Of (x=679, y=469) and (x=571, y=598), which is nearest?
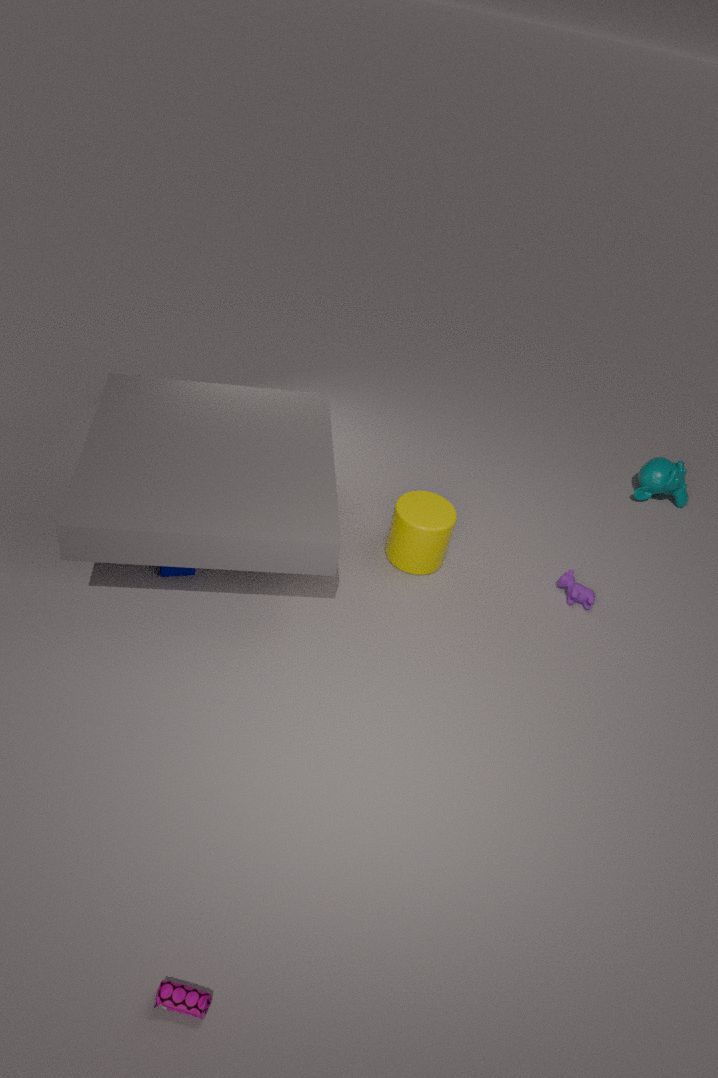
(x=571, y=598)
